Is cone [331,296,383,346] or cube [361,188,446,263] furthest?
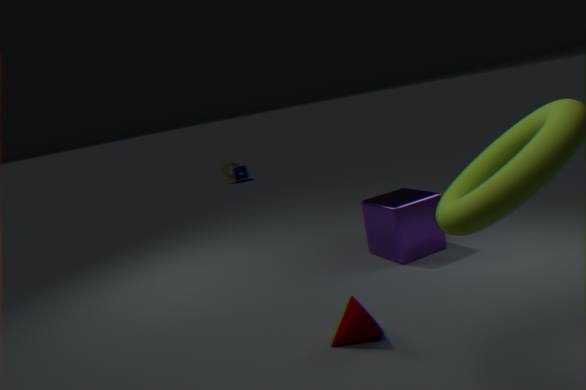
cube [361,188,446,263]
